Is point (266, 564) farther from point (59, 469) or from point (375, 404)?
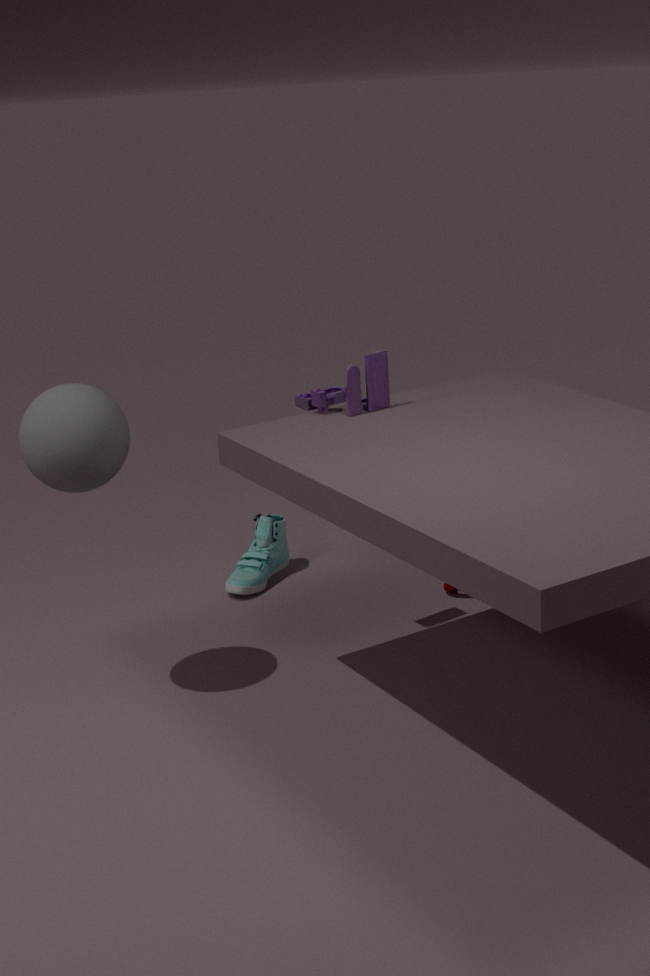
point (59, 469)
